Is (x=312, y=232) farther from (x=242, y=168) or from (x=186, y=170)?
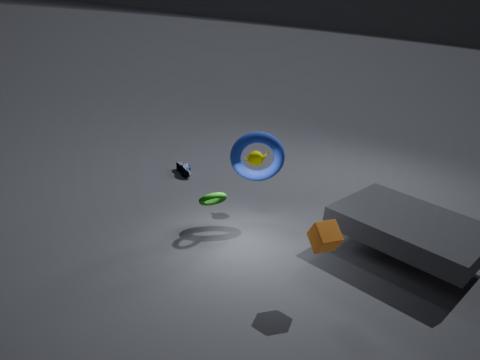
(x=186, y=170)
